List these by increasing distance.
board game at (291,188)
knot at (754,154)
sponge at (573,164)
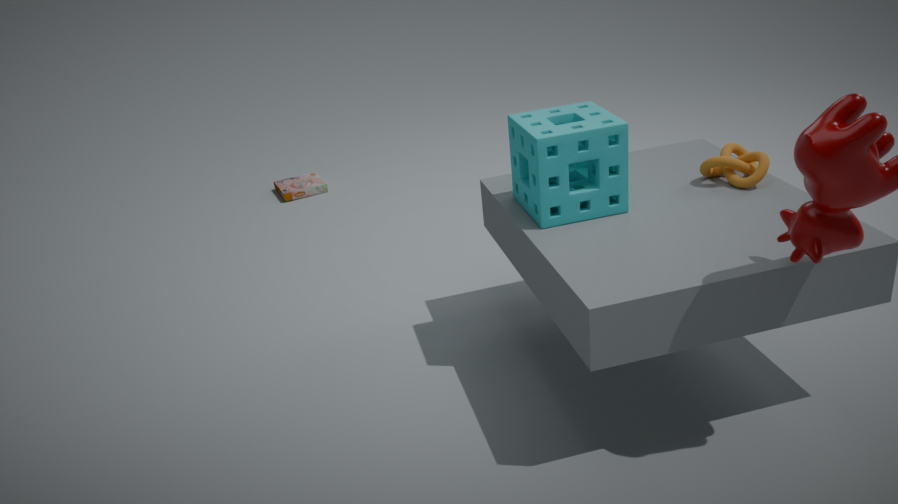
1. sponge at (573,164)
2. knot at (754,154)
3. board game at (291,188)
